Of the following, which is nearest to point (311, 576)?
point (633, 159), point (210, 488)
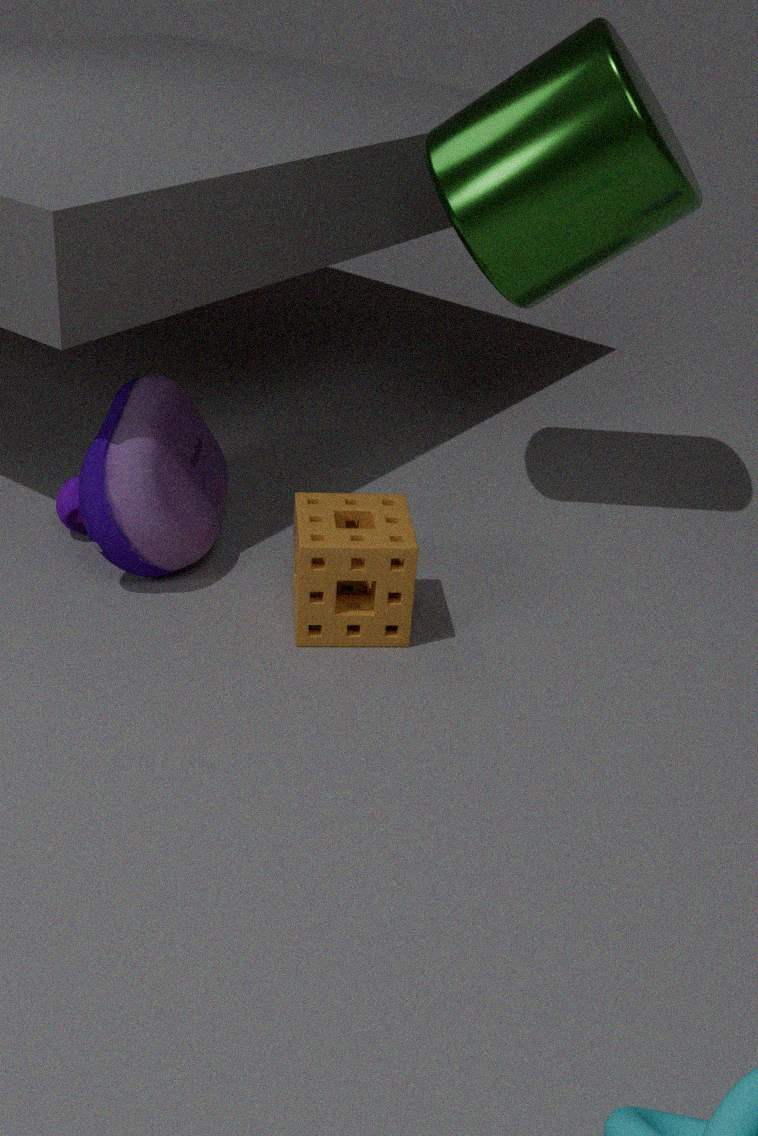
point (210, 488)
